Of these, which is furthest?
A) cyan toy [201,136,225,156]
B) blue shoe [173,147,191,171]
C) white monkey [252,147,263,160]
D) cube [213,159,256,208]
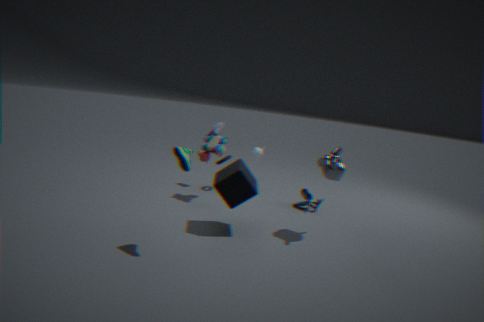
white monkey [252,147,263,160]
